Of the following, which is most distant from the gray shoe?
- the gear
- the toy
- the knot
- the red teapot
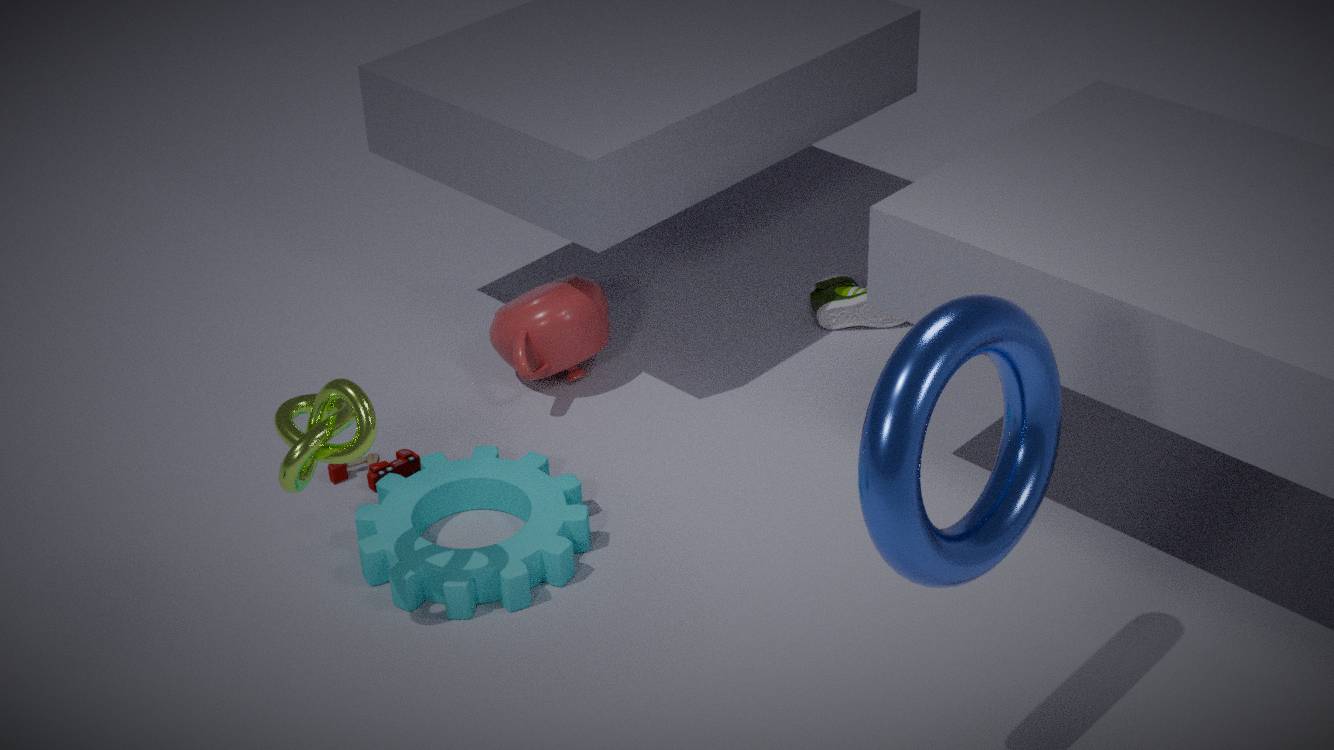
the knot
